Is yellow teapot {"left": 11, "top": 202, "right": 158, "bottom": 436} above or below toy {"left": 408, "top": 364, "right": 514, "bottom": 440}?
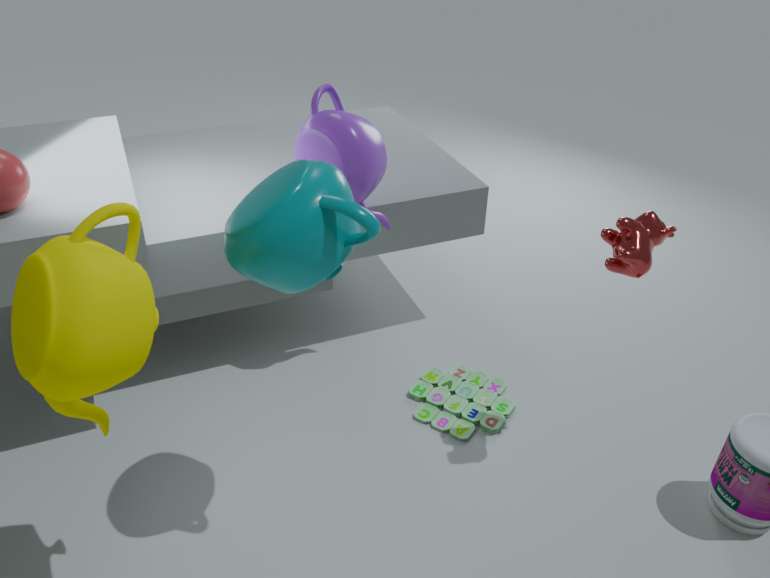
above
